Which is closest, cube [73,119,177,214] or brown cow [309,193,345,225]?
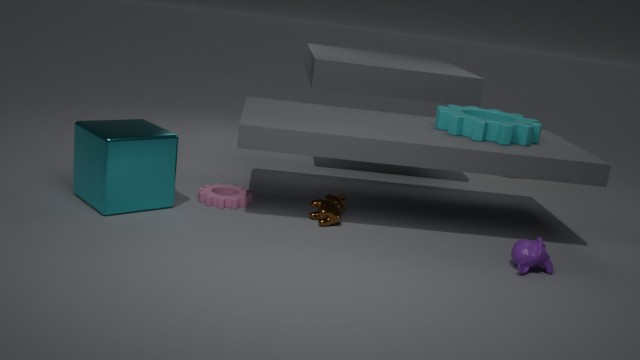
cube [73,119,177,214]
